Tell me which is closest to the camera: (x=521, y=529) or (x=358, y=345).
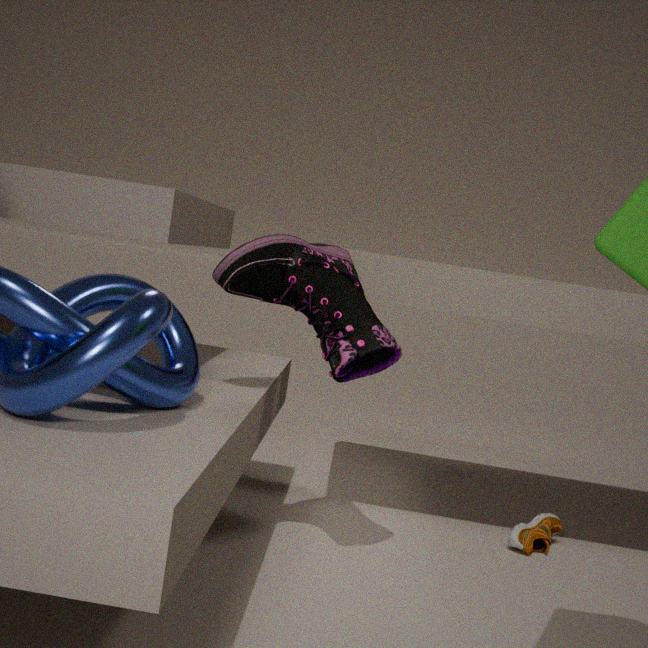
(x=358, y=345)
